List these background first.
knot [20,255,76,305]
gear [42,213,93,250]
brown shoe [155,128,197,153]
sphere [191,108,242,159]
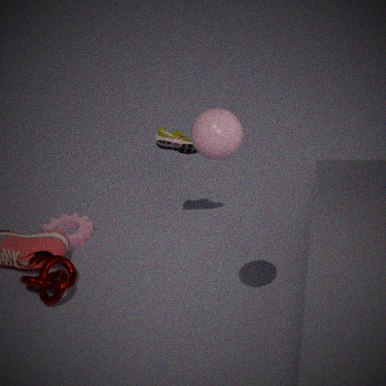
1. gear [42,213,93,250]
2. brown shoe [155,128,197,153]
3. knot [20,255,76,305]
4. sphere [191,108,242,159]
